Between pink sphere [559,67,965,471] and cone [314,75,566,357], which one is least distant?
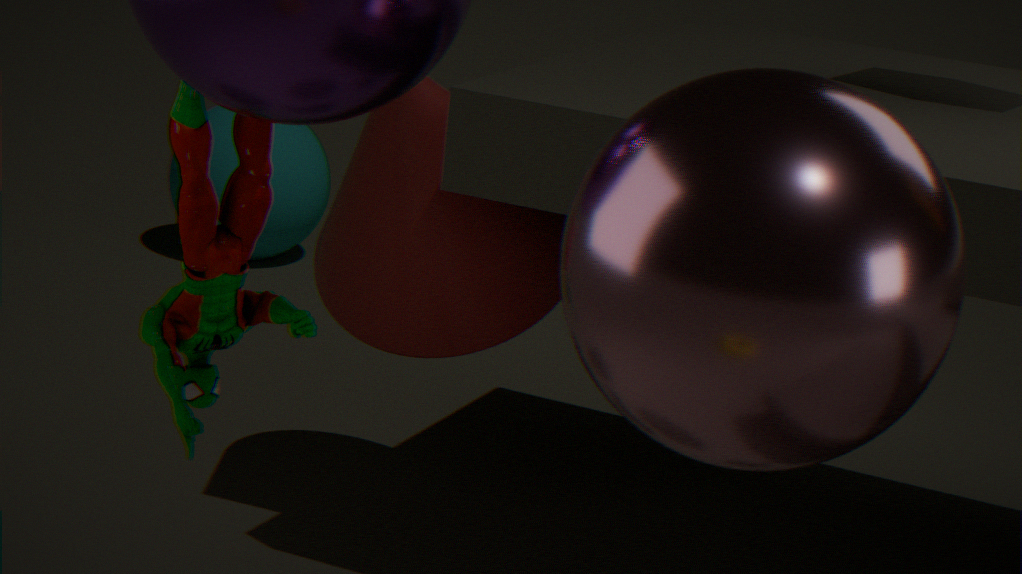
pink sphere [559,67,965,471]
